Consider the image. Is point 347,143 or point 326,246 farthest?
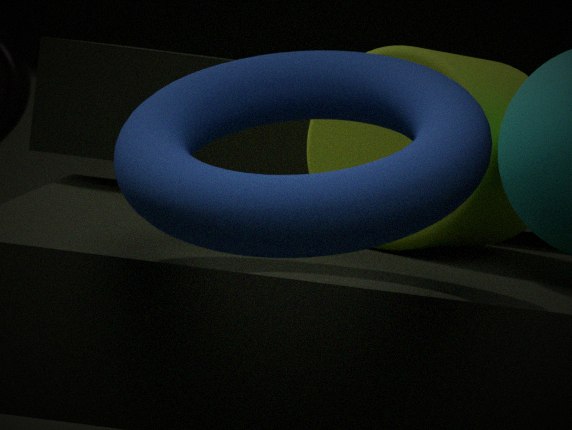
point 347,143
